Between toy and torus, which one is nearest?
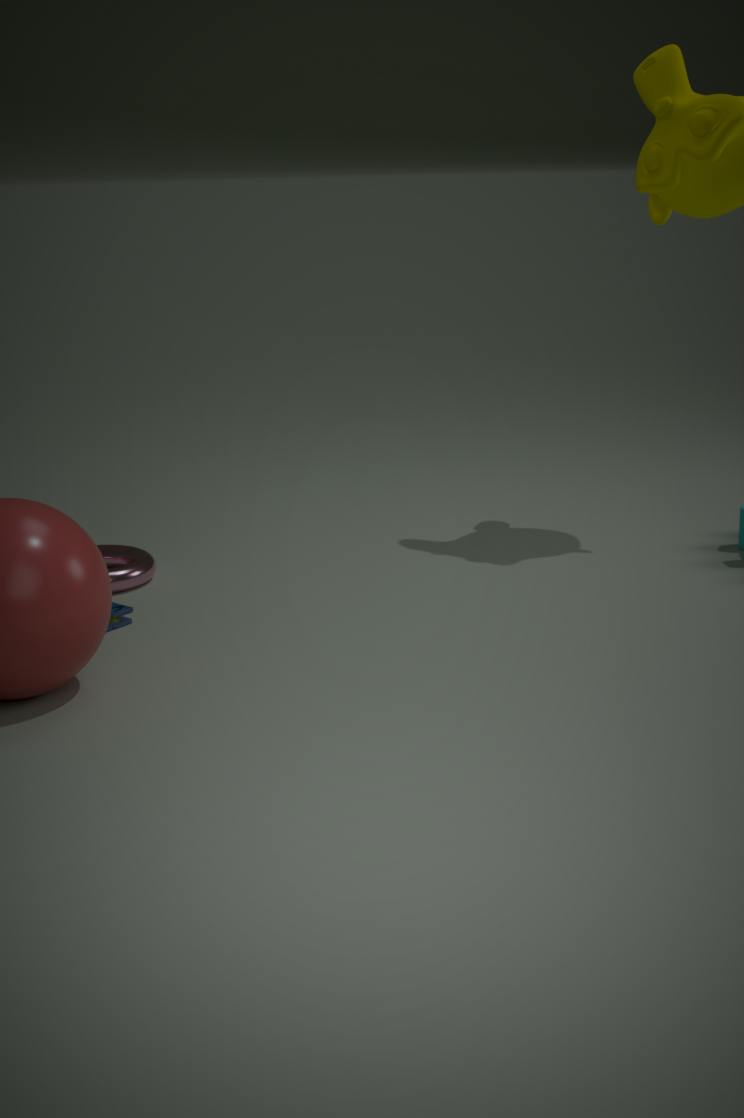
toy
